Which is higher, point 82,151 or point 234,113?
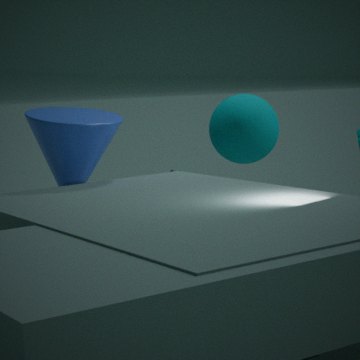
point 82,151
